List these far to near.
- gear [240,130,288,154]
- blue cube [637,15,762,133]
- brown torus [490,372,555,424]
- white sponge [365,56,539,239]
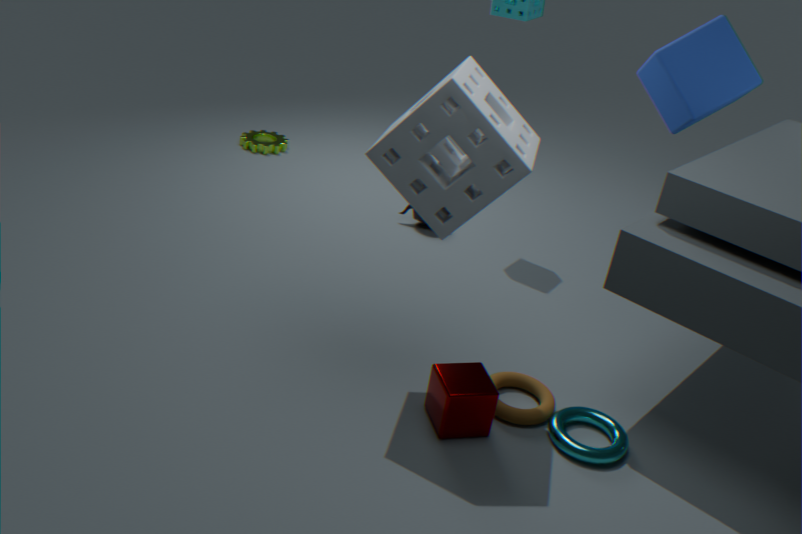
gear [240,130,288,154] → blue cube [637,15,762,133] → brown torus [490,372,555,424] → white sponge [365,56,539,239]
